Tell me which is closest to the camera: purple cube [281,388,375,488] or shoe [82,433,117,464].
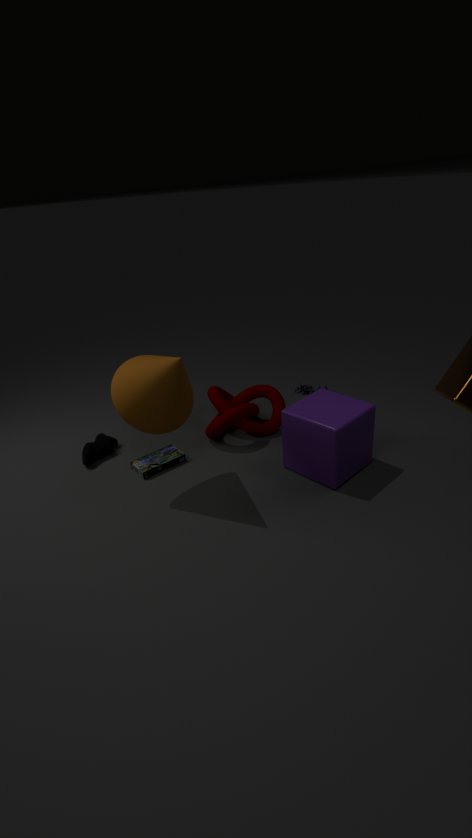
purple cube [281,388,375,488]
